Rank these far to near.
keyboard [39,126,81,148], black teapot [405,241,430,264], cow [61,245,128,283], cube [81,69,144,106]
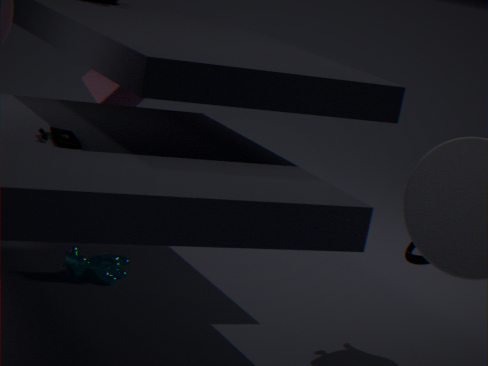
cube [81,69,144,106] → cow [61,245,128,283] → black teapot [405,241,430,264] → keyboard [39,126,81,148]
